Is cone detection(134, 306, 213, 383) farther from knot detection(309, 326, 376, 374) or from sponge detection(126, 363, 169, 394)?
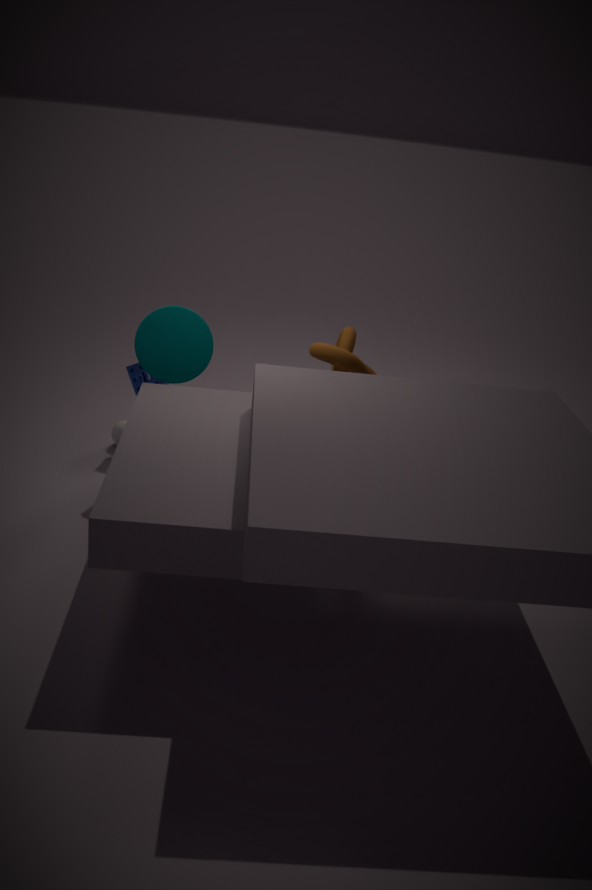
knot detection(309, 326, 376, 374)
